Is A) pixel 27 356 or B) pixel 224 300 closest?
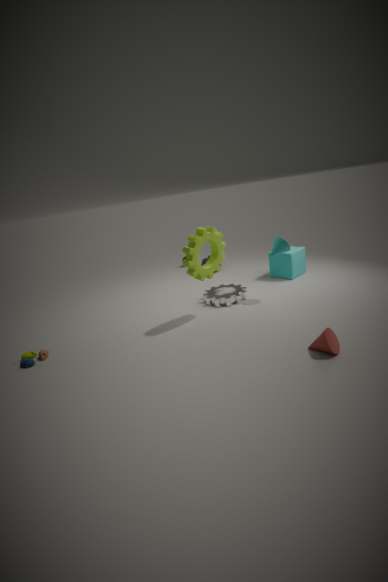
A. pixel 27 356
